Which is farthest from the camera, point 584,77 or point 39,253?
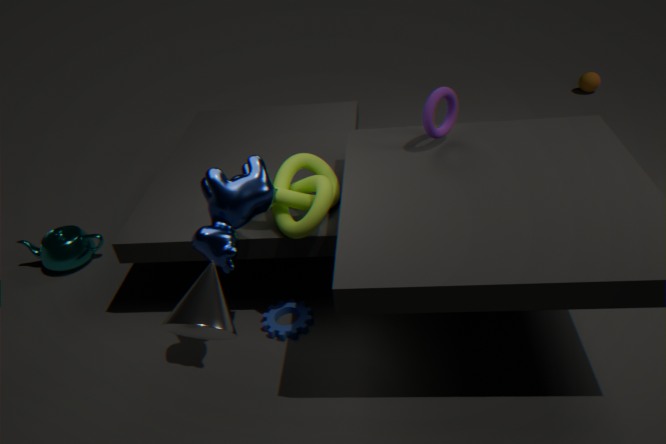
point 584,77
